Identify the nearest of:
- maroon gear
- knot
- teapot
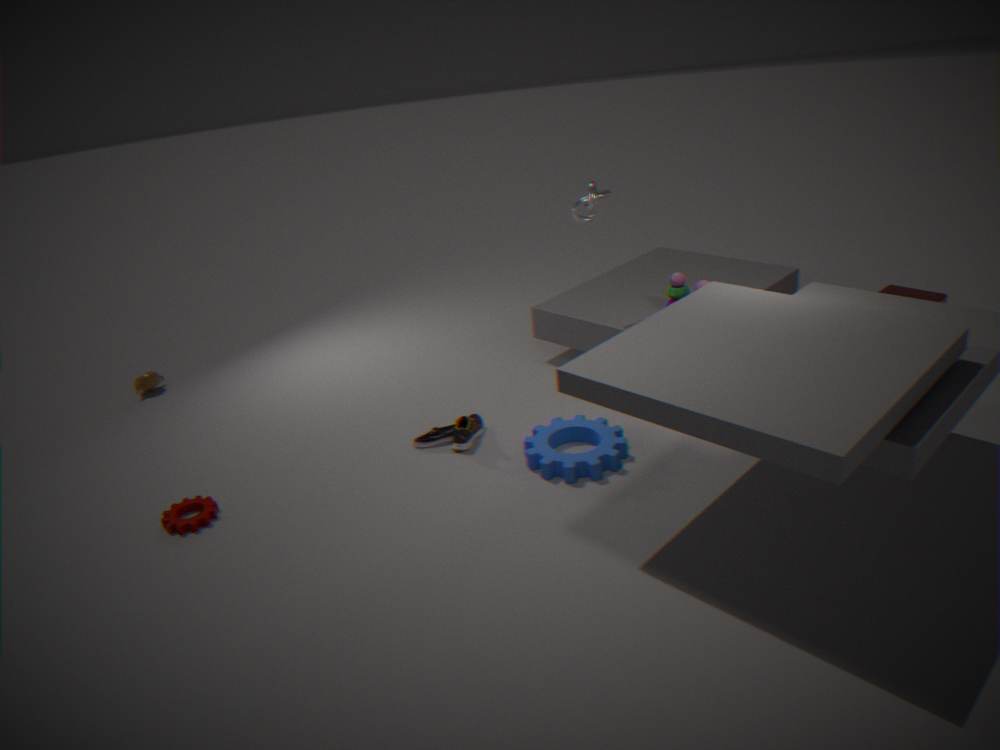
maroon gear
